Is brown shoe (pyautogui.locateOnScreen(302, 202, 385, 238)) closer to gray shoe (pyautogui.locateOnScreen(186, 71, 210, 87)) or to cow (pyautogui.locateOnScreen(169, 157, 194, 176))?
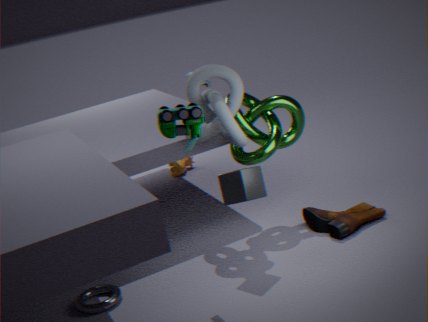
gray shoe (pyautogui.locateOnScreen(186, 71, 210, 87))
